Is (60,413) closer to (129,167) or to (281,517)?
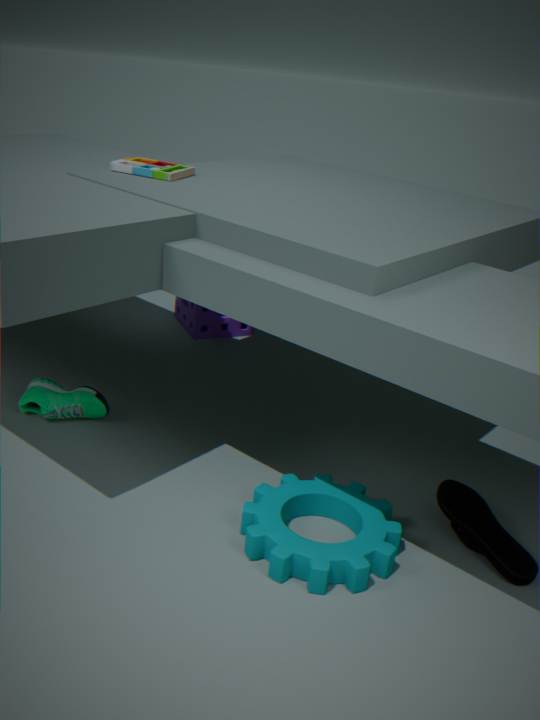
(129,167)
